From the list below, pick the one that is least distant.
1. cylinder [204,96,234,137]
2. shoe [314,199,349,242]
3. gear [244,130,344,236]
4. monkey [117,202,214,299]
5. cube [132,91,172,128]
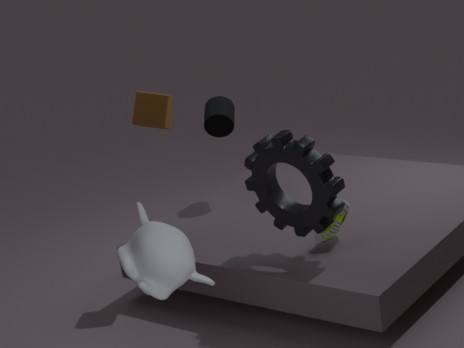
monkey [117,202,214,299]
